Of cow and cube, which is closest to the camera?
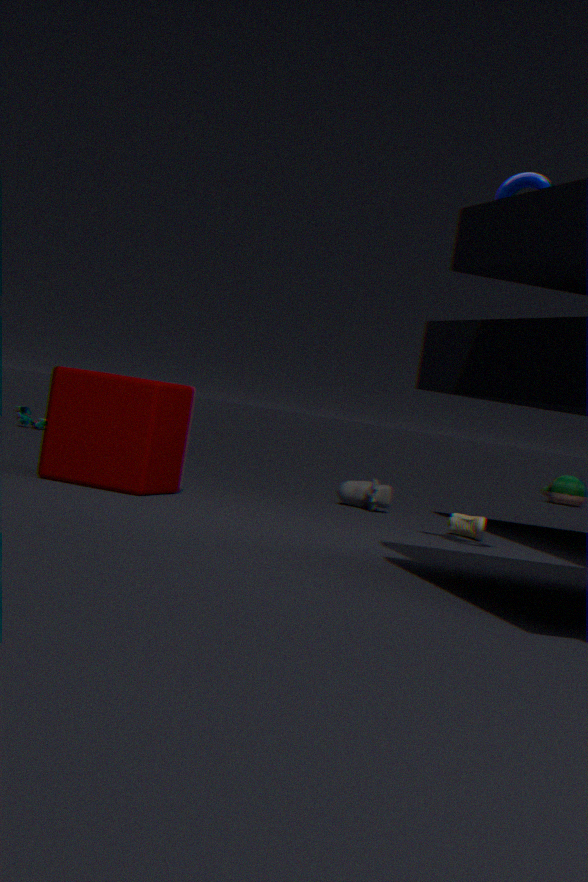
cube
